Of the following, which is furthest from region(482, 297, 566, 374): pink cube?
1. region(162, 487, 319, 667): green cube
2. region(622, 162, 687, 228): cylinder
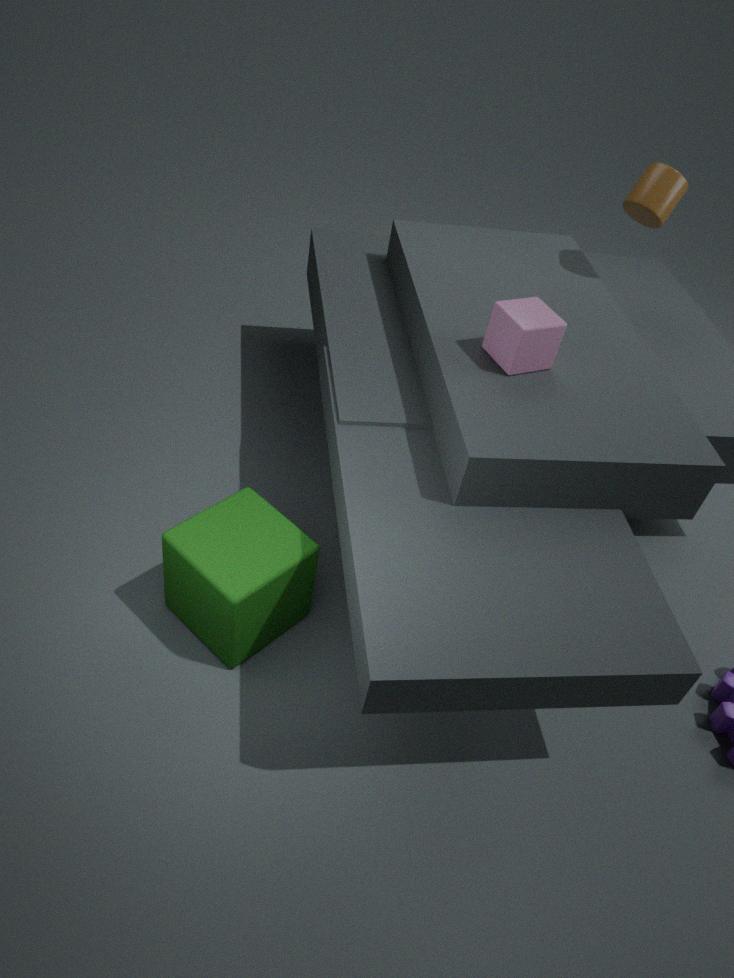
region(162, 487, 319, 667): green cube
